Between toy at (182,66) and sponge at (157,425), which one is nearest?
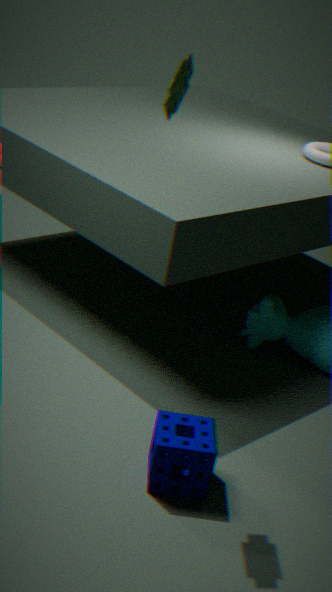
toy at (182,66)
